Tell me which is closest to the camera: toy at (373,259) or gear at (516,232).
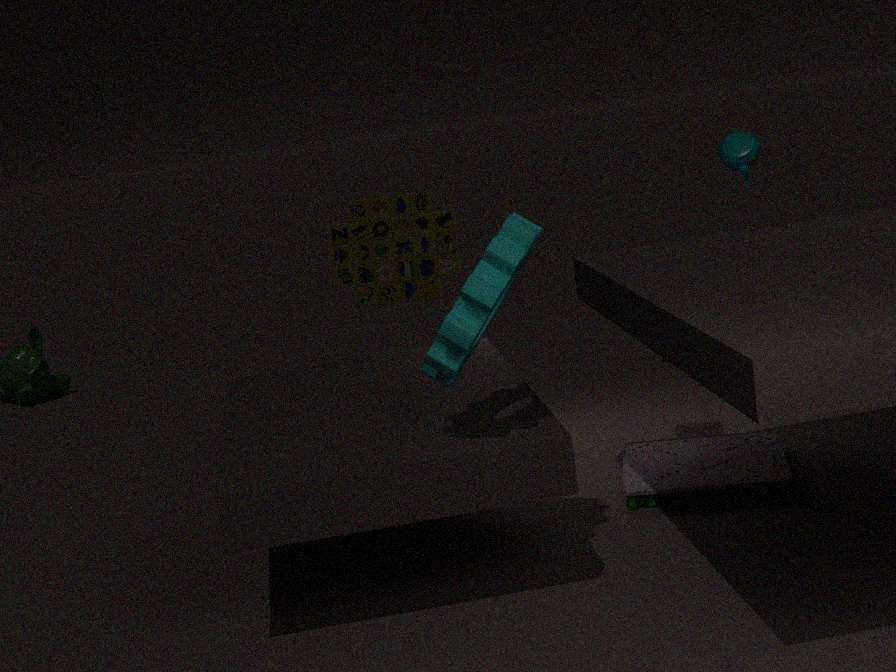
gear at (516,232)
